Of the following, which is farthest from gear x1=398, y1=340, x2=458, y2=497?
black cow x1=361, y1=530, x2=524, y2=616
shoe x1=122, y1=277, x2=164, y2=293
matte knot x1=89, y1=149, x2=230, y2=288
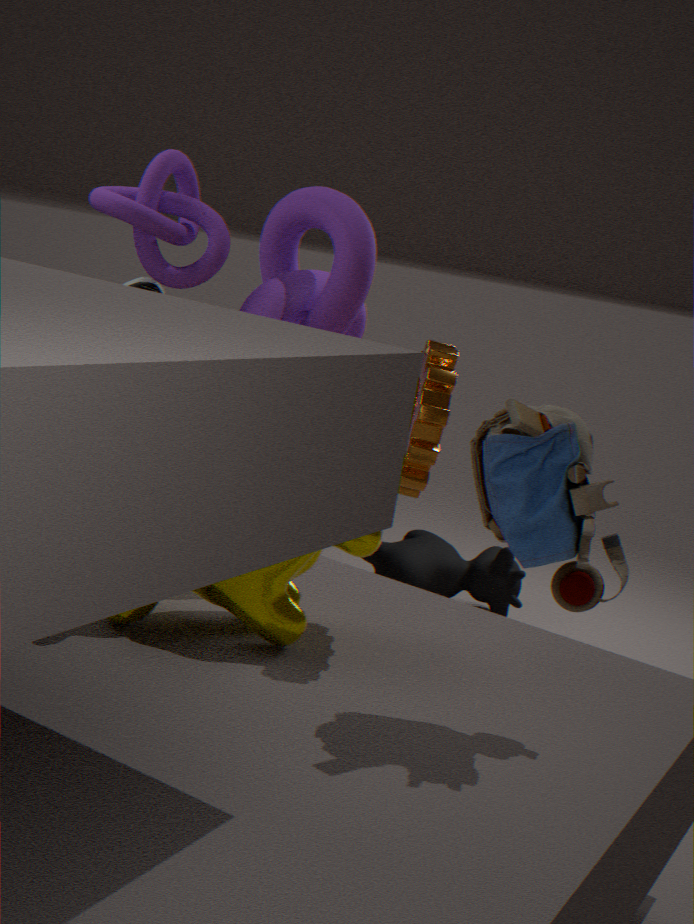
black cow x1=361, y1=530, x2=524, y2=616
